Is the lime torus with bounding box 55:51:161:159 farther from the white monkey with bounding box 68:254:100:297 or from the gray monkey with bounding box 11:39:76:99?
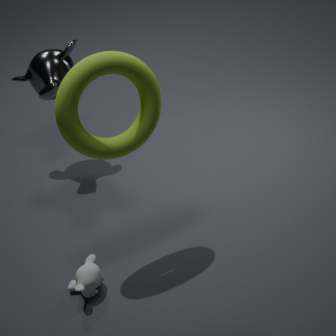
the gray monkey with bounding box 11:39:76:99
